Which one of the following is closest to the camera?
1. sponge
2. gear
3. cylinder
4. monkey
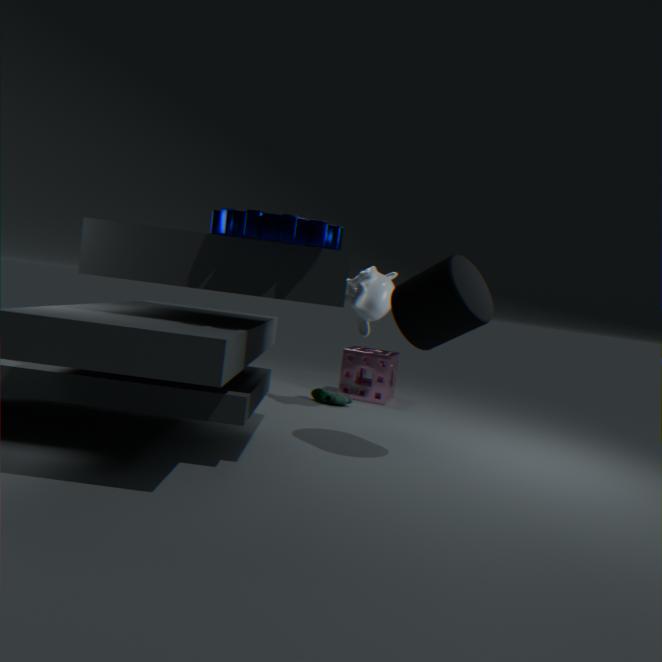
gear
